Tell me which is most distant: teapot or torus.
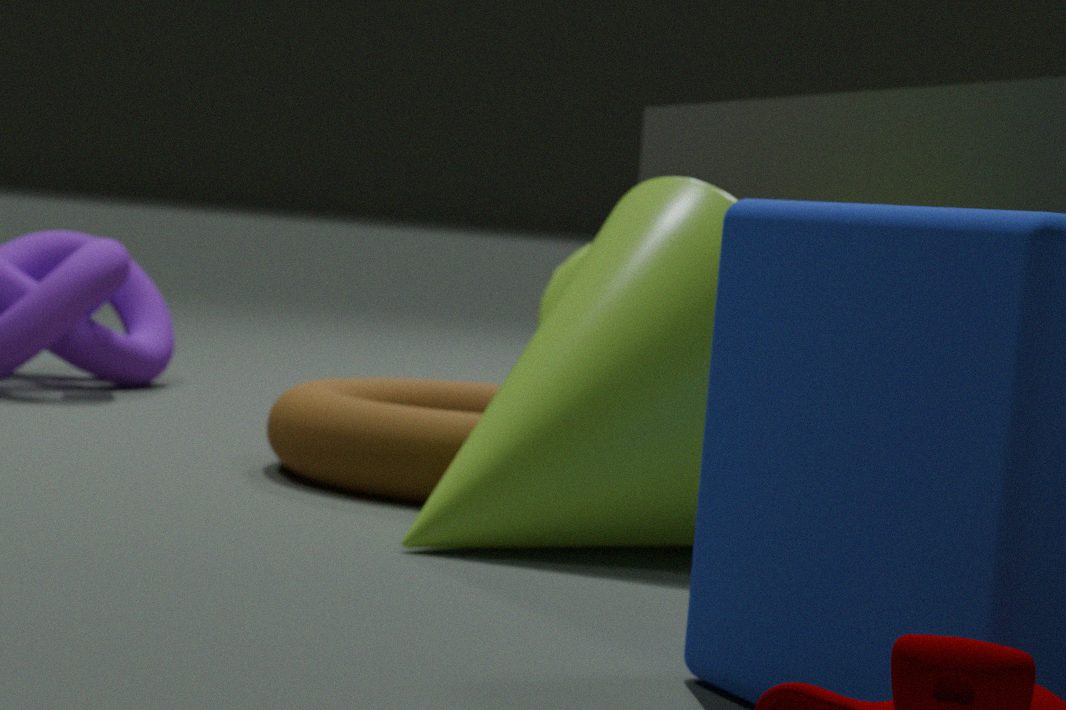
teapot
